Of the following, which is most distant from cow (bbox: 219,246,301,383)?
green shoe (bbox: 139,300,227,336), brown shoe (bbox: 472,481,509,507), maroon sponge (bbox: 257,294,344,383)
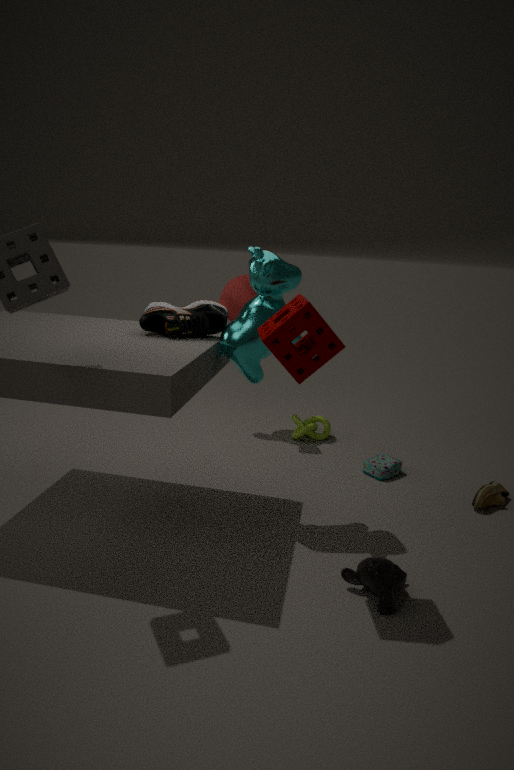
brown shoe (bbox: 472,481,509,507)
